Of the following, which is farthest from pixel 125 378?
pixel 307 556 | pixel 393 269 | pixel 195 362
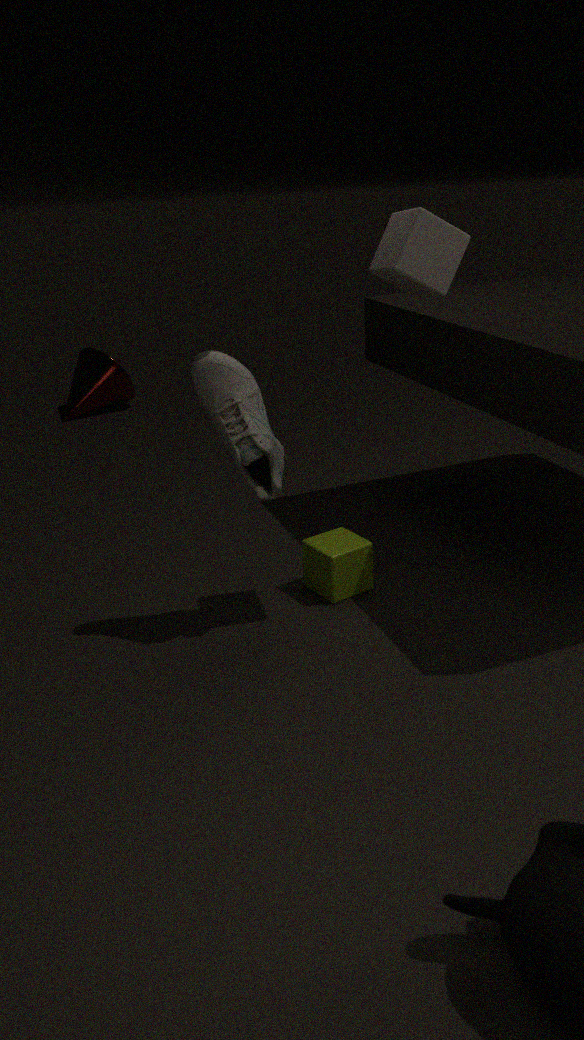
pixel 393 269
